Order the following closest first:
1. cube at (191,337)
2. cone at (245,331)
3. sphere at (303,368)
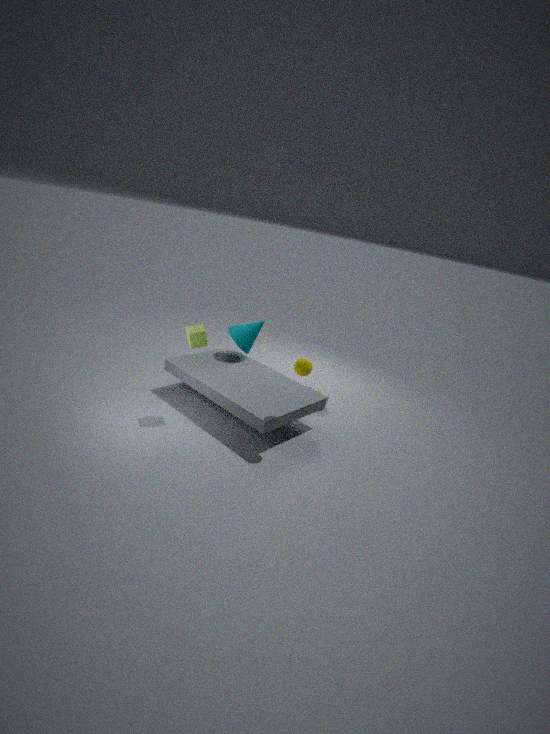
1. sphere at (303,368)
2. cube at (191,337)
3. cone at (245,331)
